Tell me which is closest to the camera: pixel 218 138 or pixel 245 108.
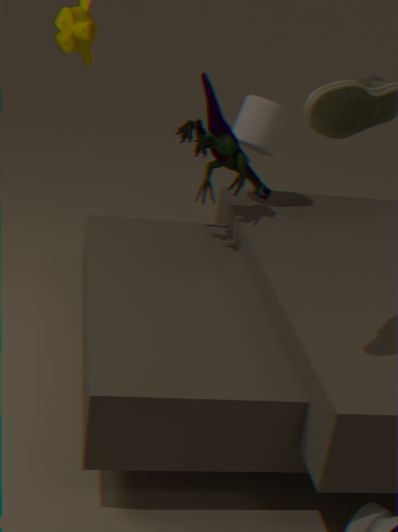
pixel 218 138
